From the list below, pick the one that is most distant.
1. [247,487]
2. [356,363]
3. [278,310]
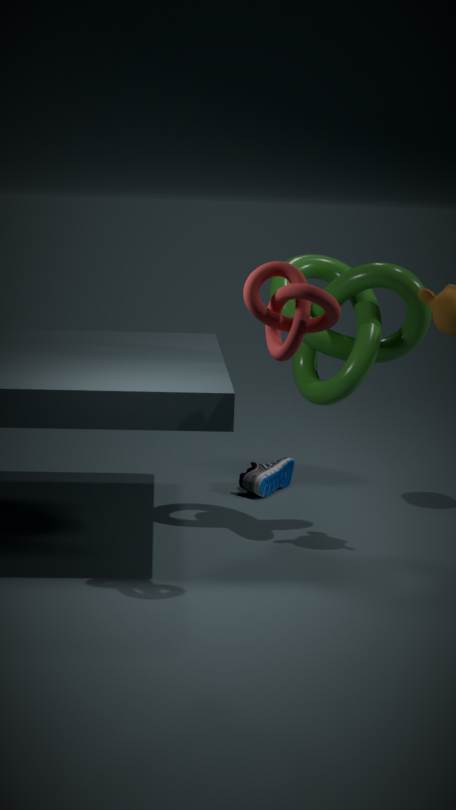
[247,487]
